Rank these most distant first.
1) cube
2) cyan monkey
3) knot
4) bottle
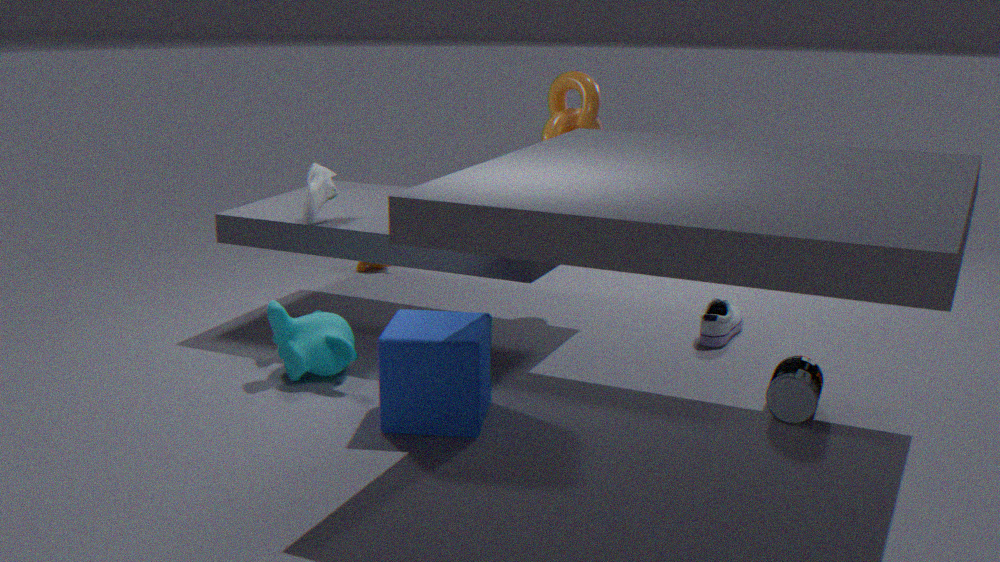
3. knot
2. cyan monkey
4. bottle
1. cube
